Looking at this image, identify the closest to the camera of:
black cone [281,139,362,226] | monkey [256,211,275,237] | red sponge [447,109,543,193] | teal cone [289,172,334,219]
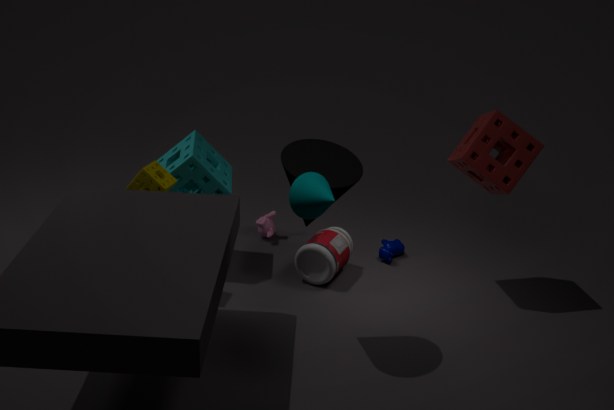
teal cone [289,172,334,219]
